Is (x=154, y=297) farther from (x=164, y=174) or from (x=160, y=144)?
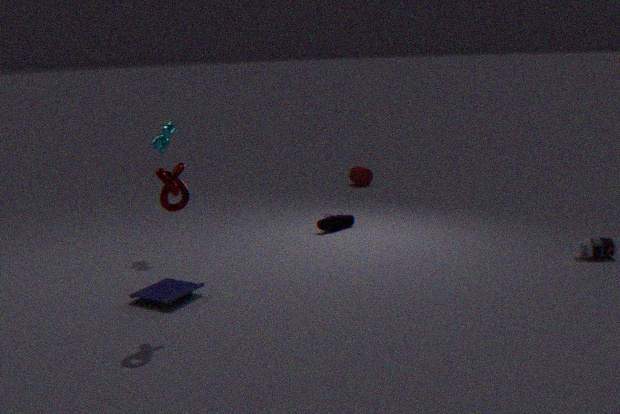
(x=160, y=144)
